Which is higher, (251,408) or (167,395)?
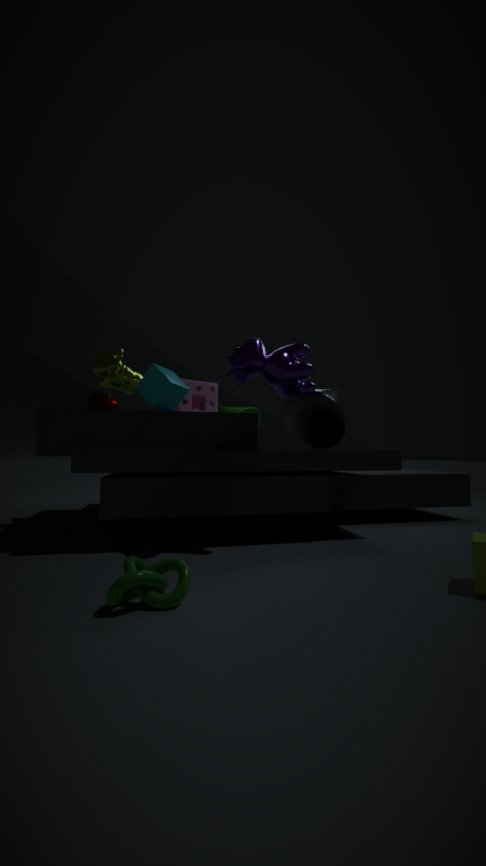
(167,395)
